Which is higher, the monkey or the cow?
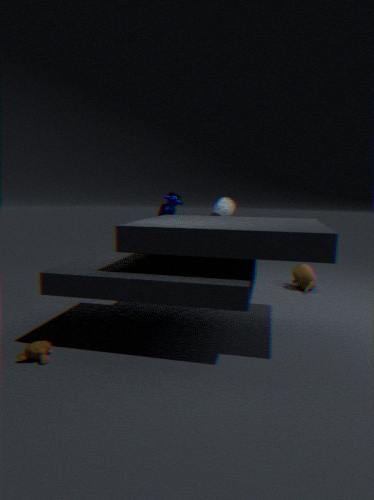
the cow
